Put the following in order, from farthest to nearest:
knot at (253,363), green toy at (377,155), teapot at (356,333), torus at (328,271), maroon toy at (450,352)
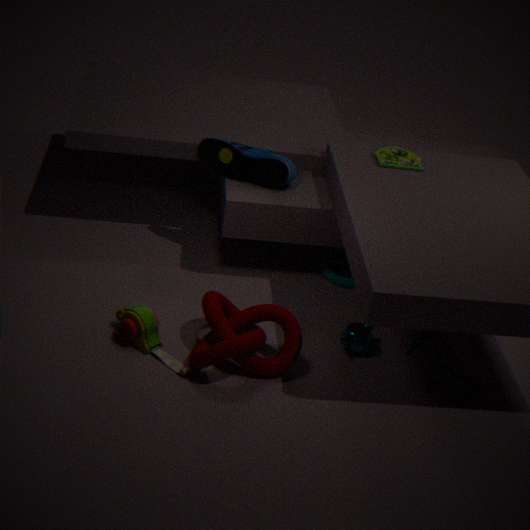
torus at (328,271), green toy at (377,155), teapot at (356,333), maroon toy at (450,352), knot at (253,363)
